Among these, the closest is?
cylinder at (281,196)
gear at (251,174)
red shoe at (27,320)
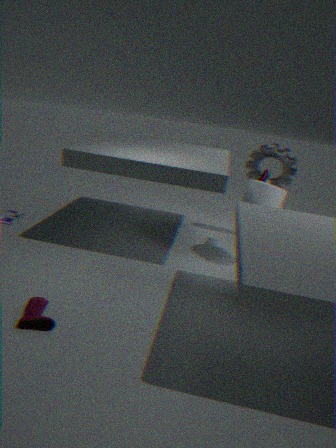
red shoe at (27,320)
